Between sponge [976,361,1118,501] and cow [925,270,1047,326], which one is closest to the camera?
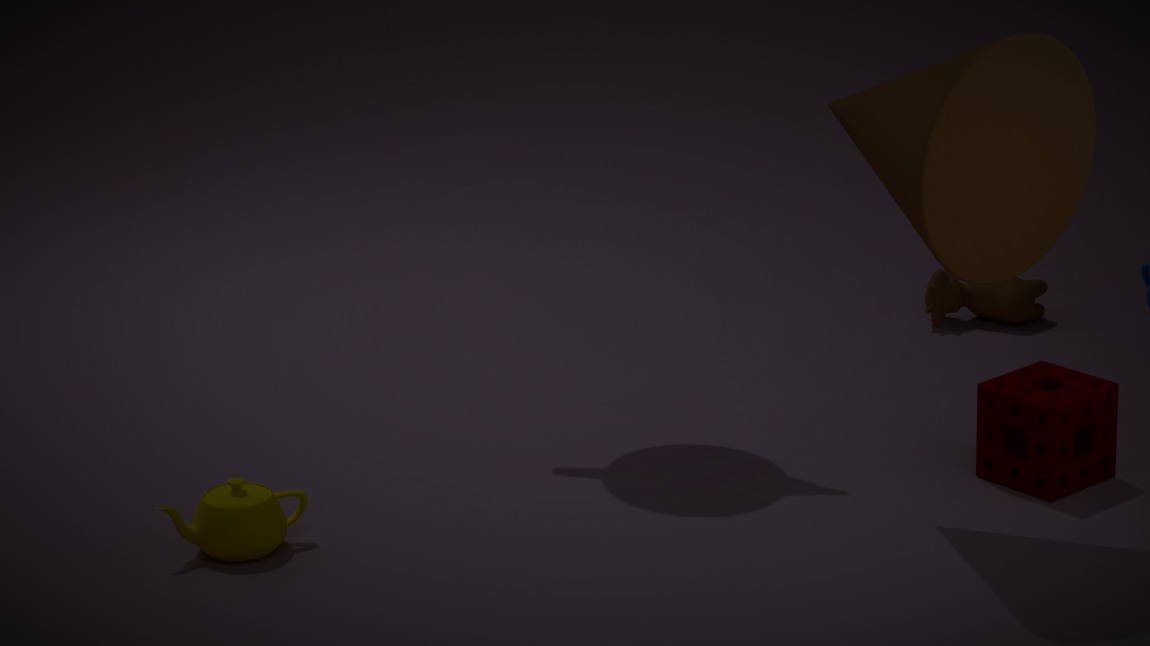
sponge [976,361,1118,501]
